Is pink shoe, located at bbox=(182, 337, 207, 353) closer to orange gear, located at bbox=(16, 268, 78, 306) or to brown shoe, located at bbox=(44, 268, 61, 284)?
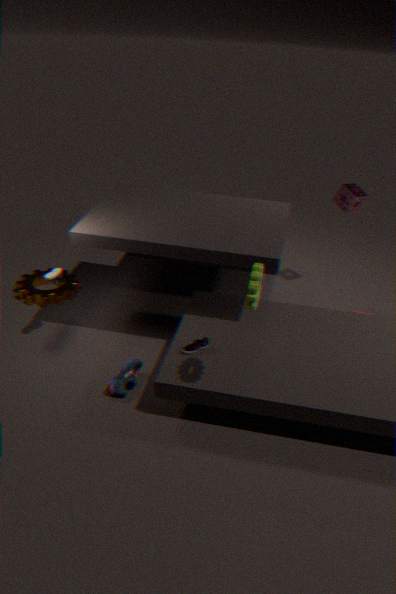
brown shoe, located at bbox=(44, 268, 61, 284)
